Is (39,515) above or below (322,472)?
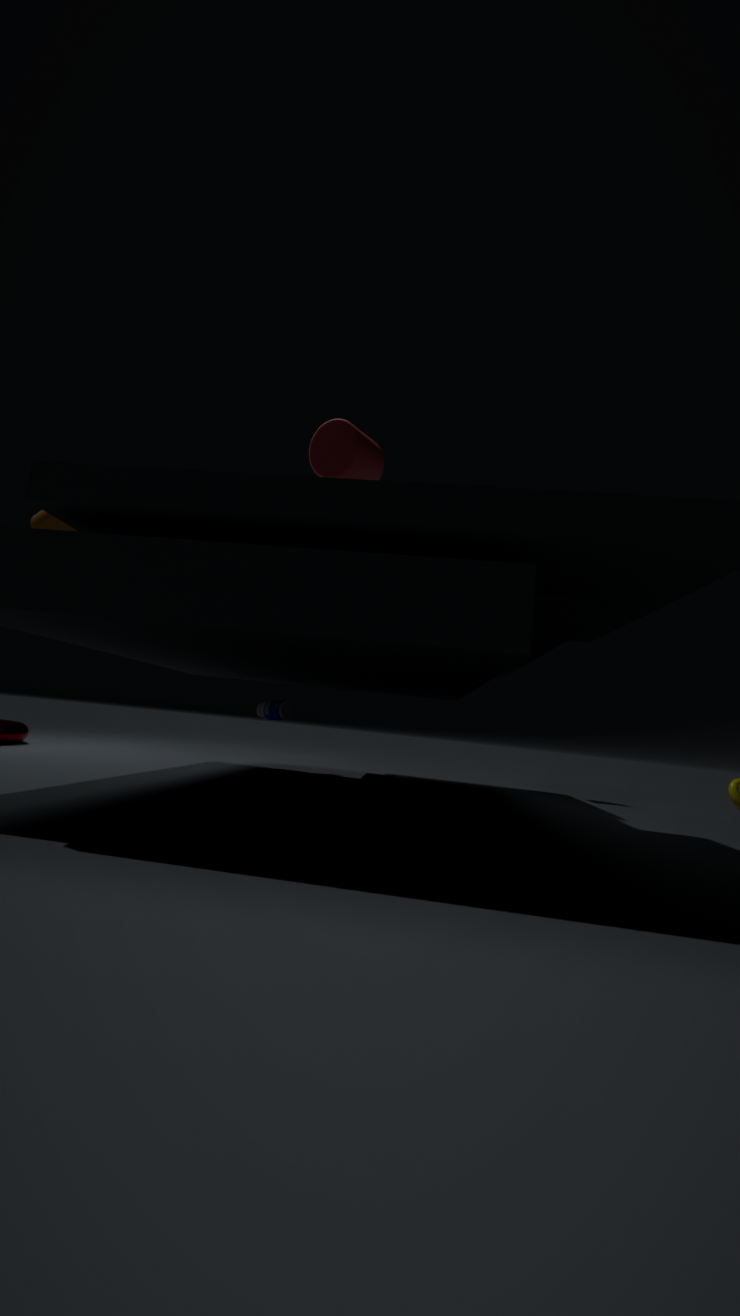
below
